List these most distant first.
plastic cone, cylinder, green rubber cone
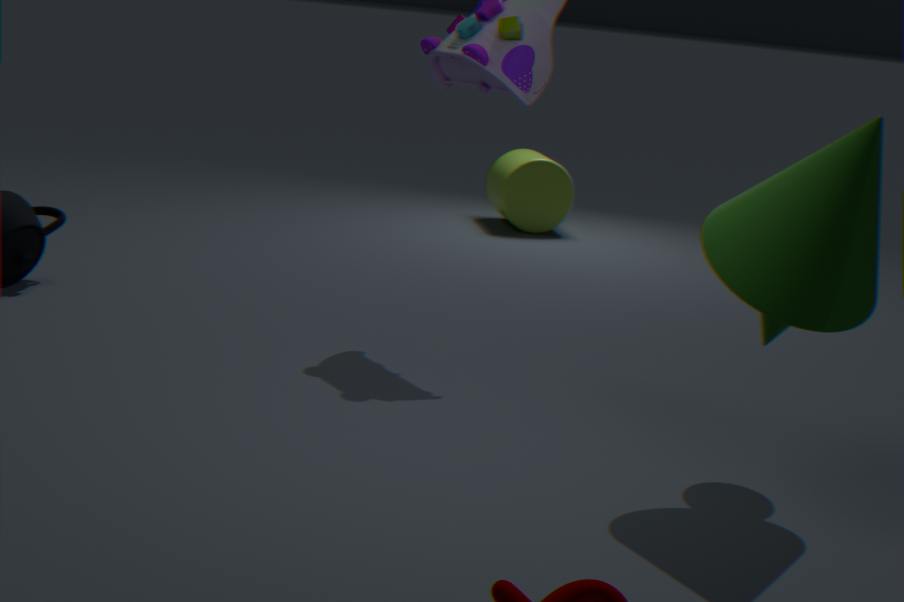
cylinder < plastic cone < green rubber cone
